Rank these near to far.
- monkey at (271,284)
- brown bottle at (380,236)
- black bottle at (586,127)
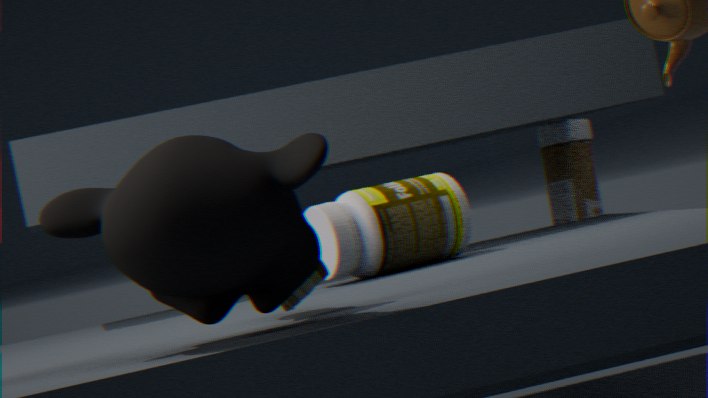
monkey at (271,284) → brown bottle at (380,236) → black bottle at (586,127)
